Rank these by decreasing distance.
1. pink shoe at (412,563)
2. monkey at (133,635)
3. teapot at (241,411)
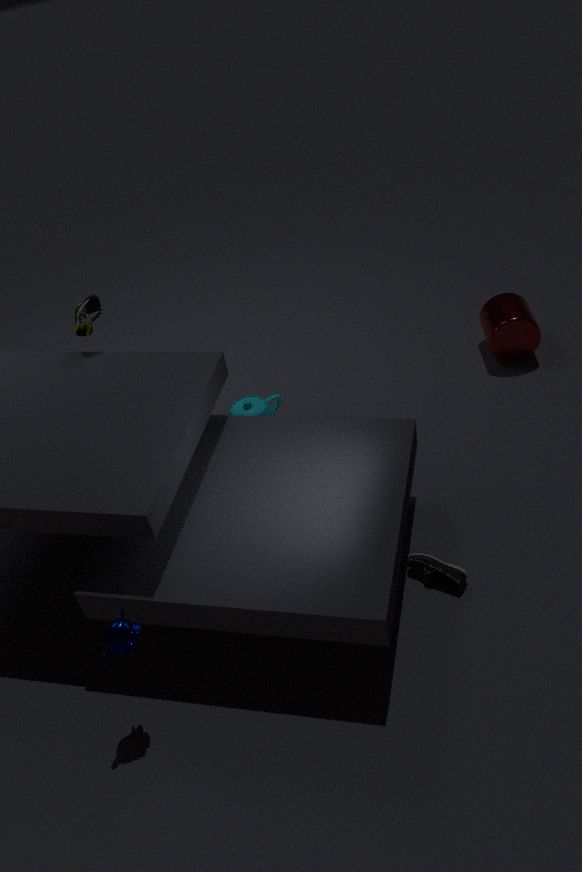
teapot at (241,411) < pink shoe at (412,563) < monkey at (133,635)
